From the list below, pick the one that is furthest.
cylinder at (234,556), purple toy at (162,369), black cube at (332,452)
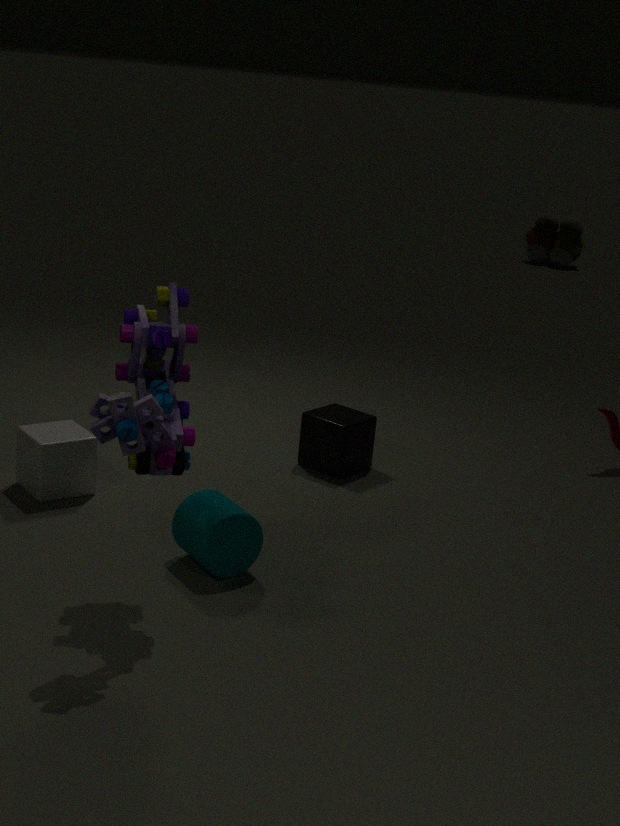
black cube at (332,452)
